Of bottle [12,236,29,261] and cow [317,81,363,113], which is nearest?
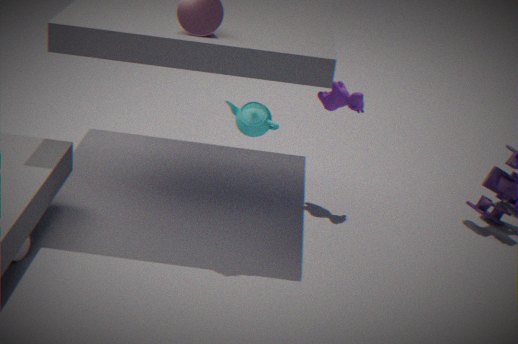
bottle [12,236,29,261]
